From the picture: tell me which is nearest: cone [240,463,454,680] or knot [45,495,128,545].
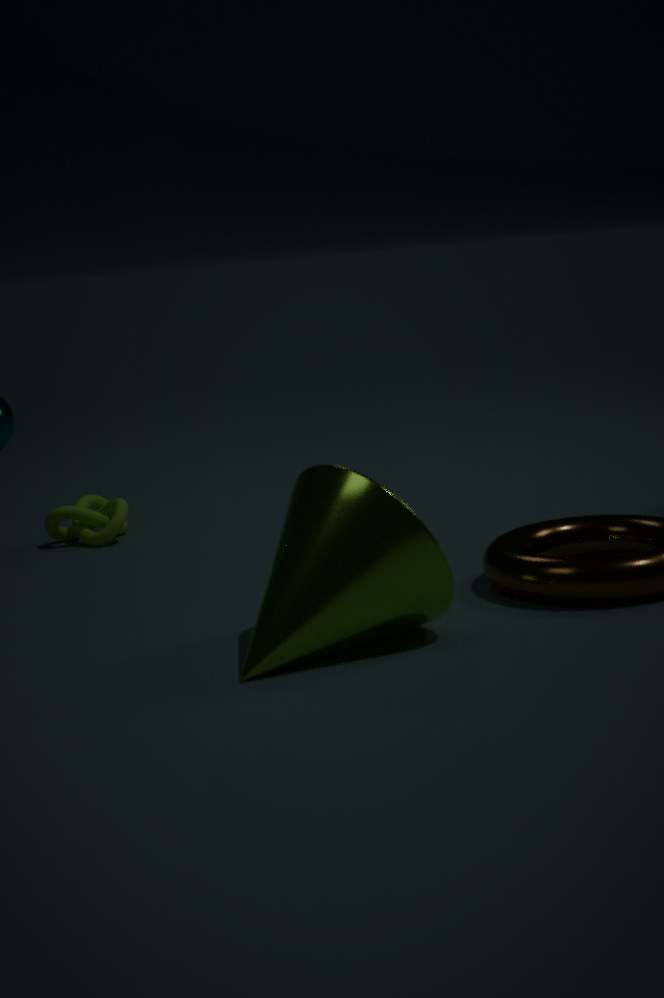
cone [240,463,454,680]
